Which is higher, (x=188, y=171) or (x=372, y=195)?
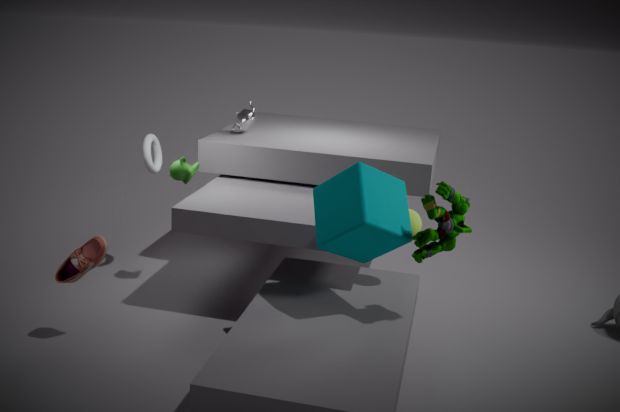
(x=372, y=195)
